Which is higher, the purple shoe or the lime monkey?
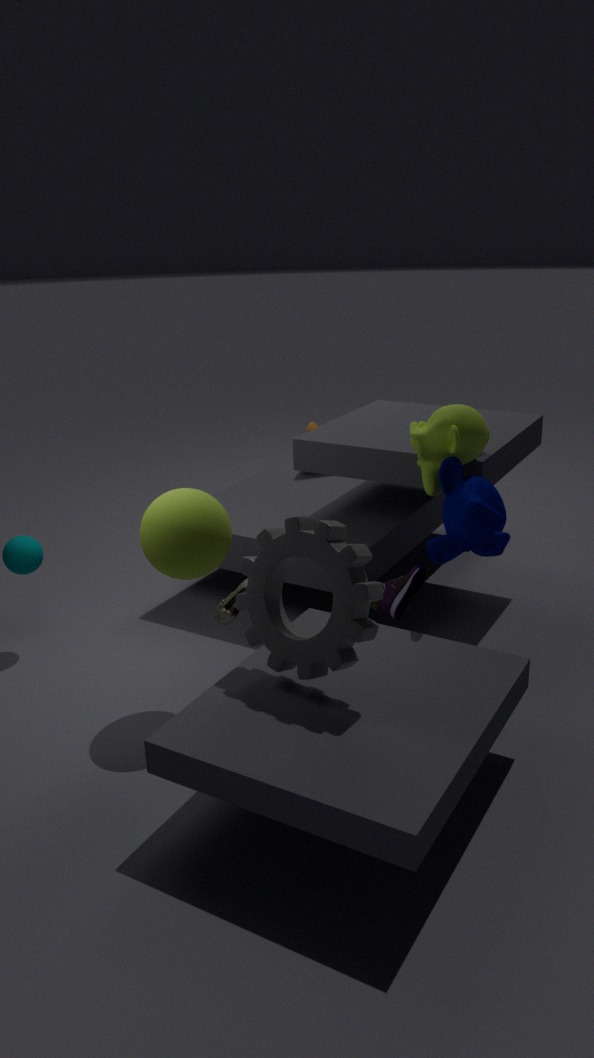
the lime monkey
